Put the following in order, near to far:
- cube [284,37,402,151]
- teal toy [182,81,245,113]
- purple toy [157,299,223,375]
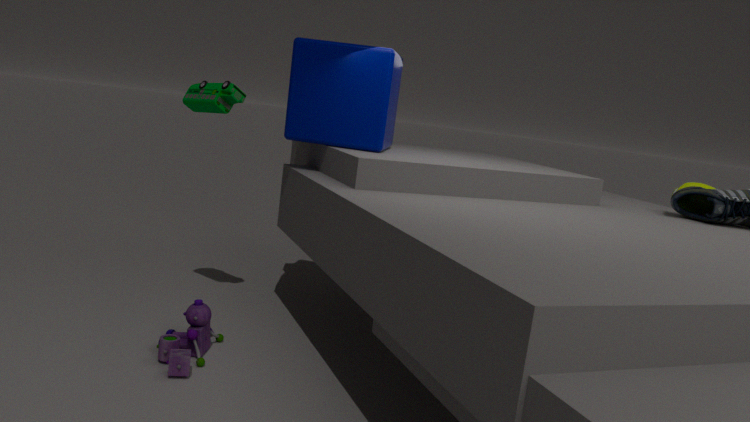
1. purple toy [157,299,223,375]
2. cube [284,37,402,151]
3. teal toy [182,81,245,113]
